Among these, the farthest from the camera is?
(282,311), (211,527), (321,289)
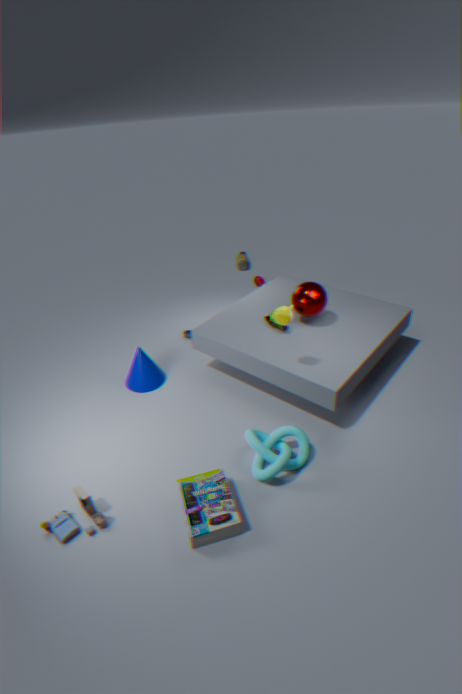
(321,289)
